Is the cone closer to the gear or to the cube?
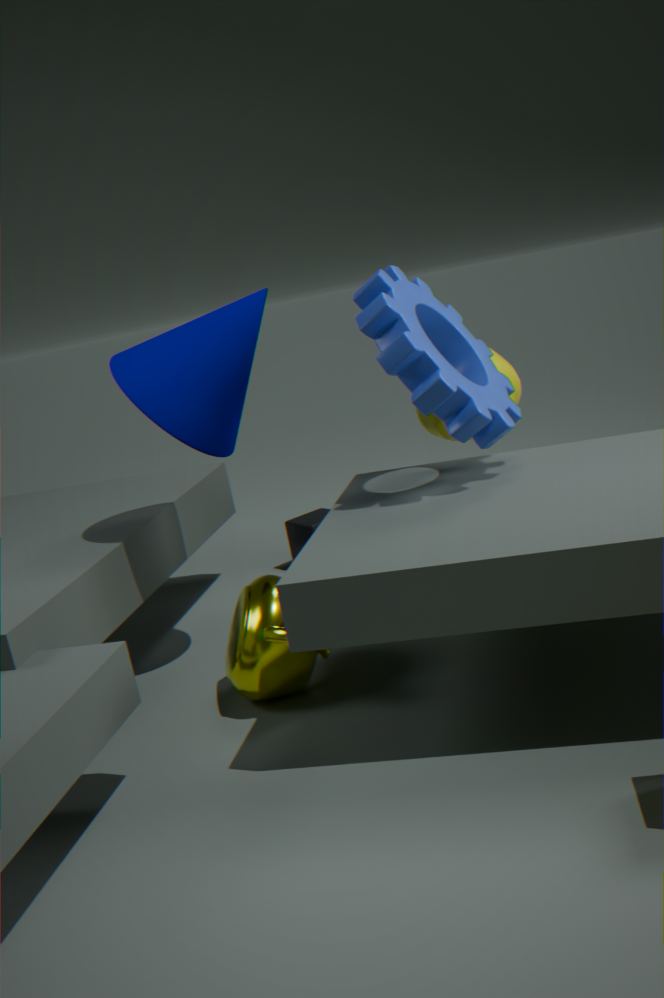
the gear
